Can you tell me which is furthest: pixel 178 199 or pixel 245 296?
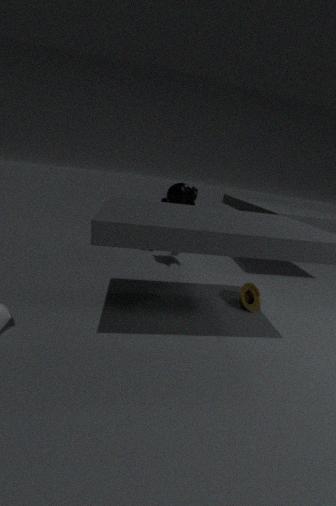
pixel 178 199
